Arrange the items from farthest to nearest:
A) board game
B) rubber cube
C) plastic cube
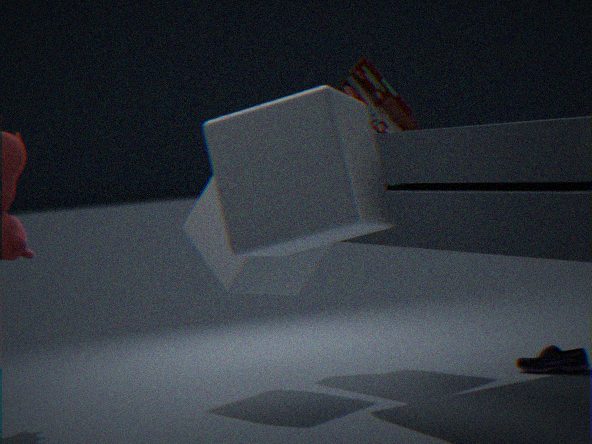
board game
rubber cube
plastic cube
